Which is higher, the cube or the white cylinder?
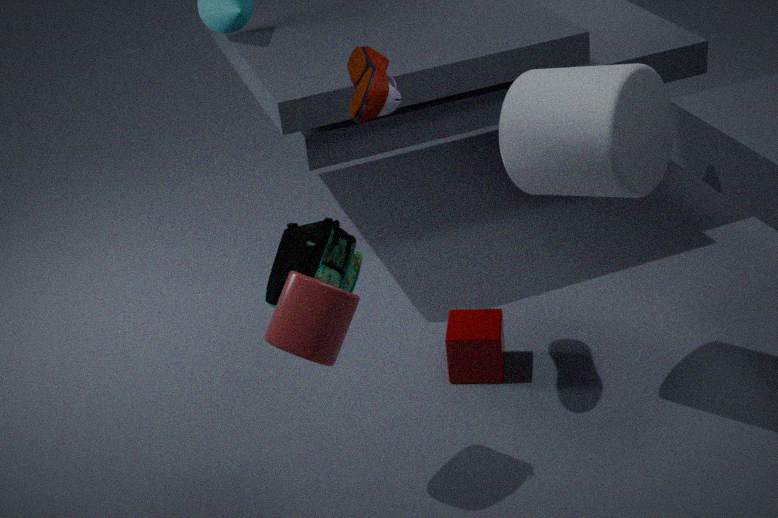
the white cylinder
